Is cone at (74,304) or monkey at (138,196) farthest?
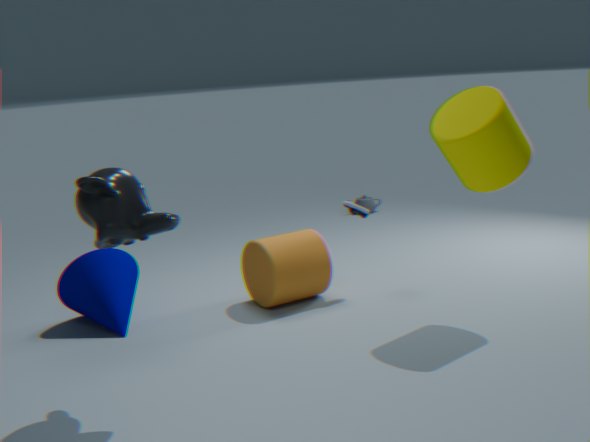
cone at (74,304)
